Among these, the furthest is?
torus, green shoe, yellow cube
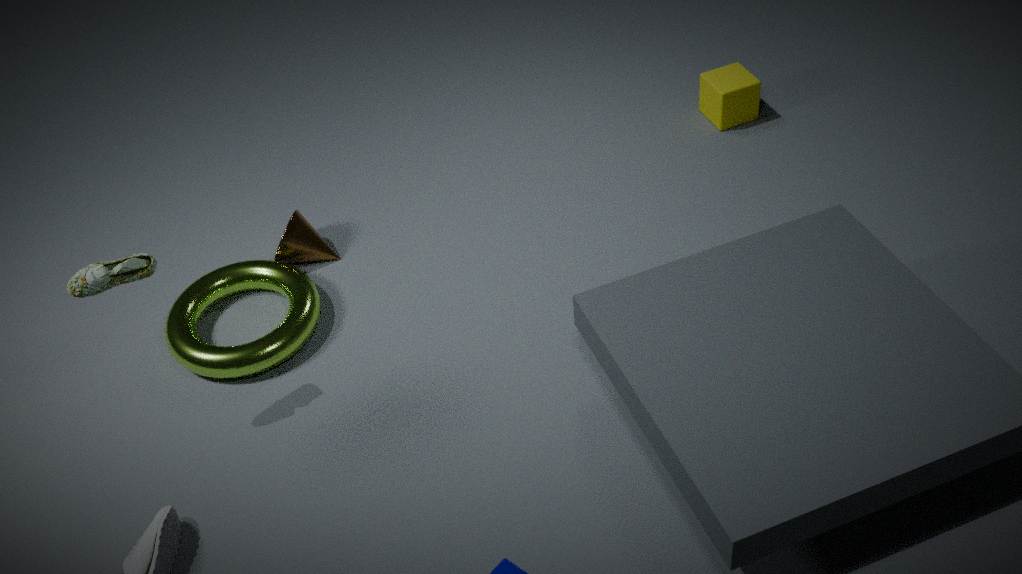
yellow cube
